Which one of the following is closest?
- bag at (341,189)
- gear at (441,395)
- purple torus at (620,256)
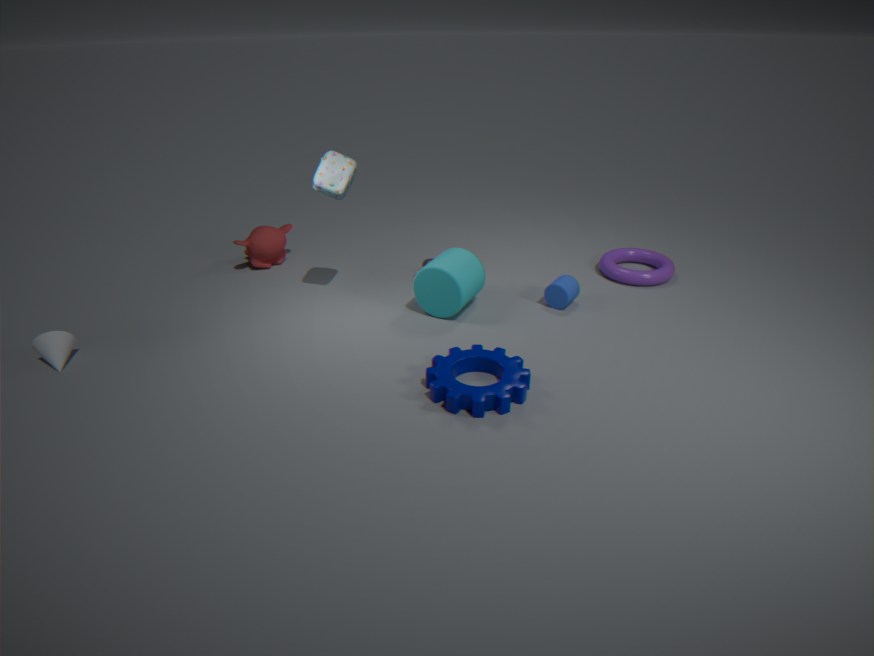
gear at (441,395)
